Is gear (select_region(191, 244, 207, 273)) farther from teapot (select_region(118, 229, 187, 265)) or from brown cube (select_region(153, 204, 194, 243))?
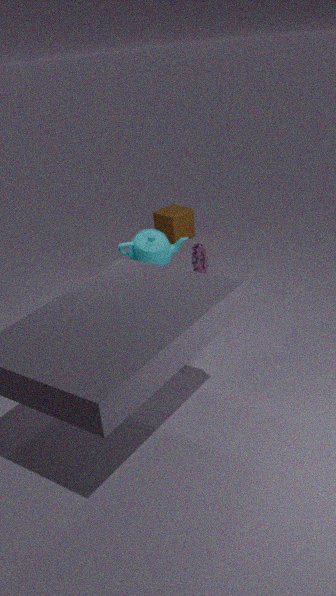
brown cube (select_region(153, 204, 194, 243))
